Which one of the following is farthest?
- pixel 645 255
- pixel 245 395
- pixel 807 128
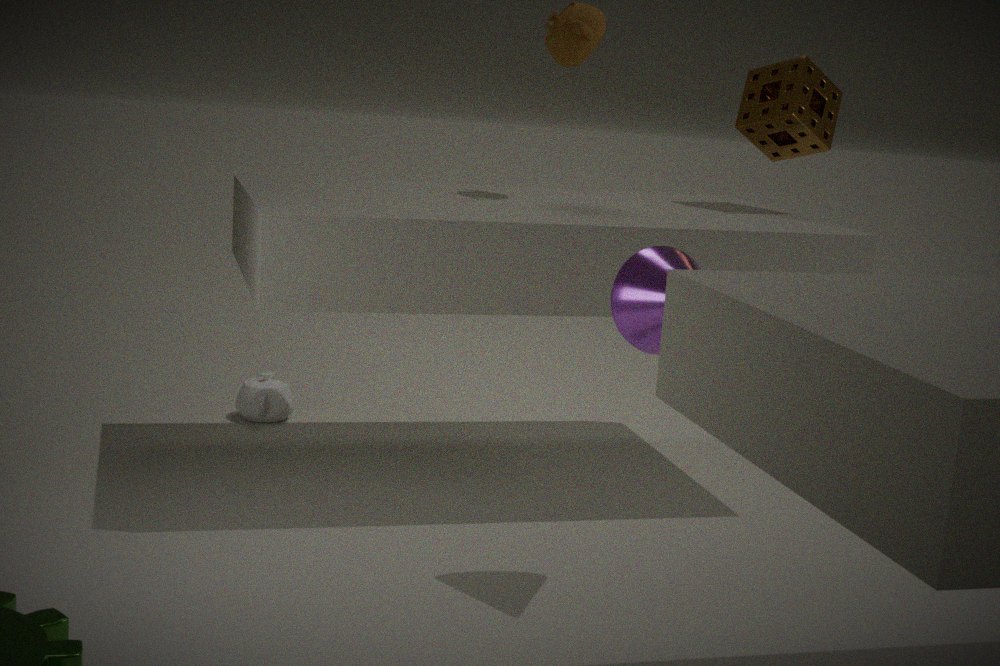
pixel 245 395
